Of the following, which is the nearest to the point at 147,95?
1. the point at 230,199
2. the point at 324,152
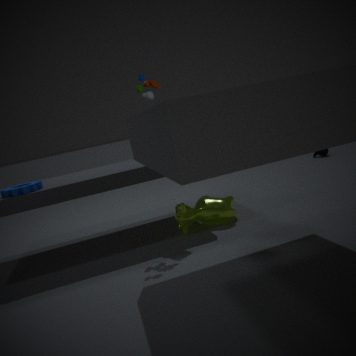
the point at 230,199
